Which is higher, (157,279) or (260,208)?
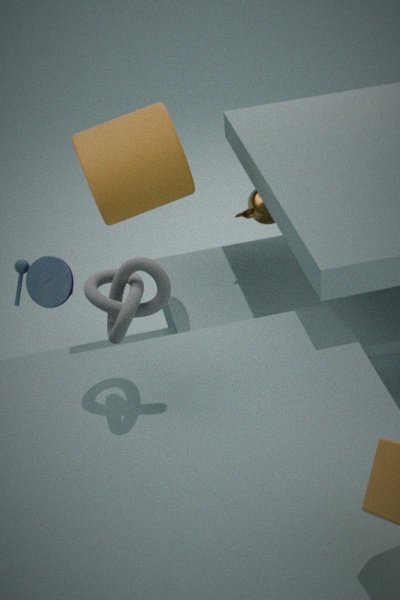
(157,279)
